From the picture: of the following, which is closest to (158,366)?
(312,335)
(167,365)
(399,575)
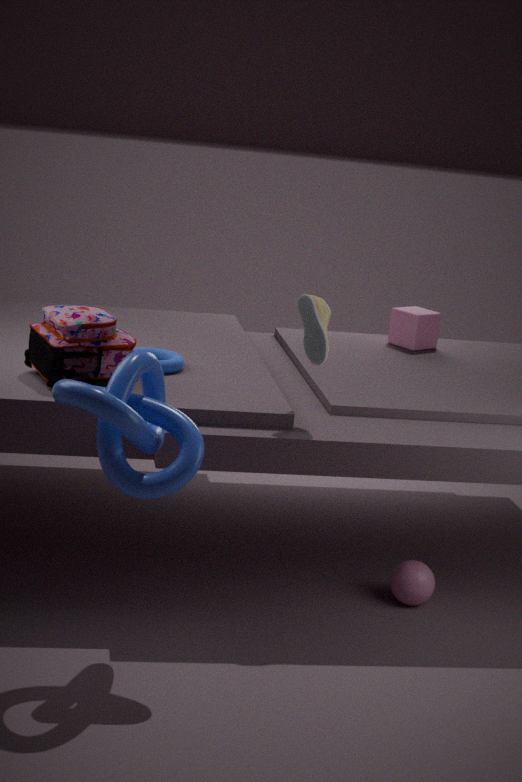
(312,335)
